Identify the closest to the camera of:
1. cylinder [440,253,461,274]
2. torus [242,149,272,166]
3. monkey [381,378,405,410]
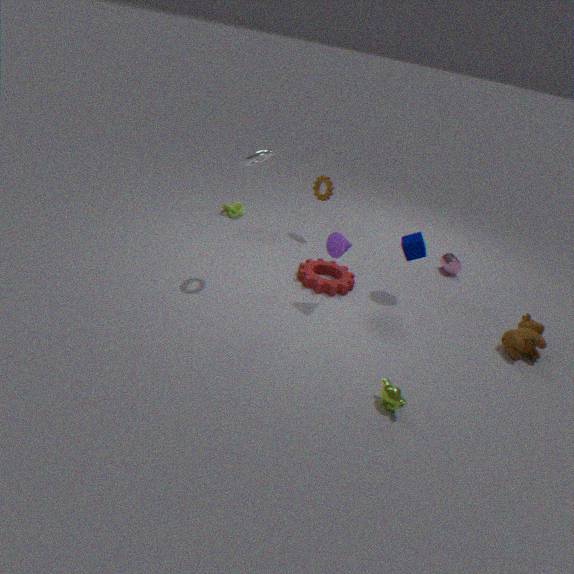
monkey [381,378,405,410]
